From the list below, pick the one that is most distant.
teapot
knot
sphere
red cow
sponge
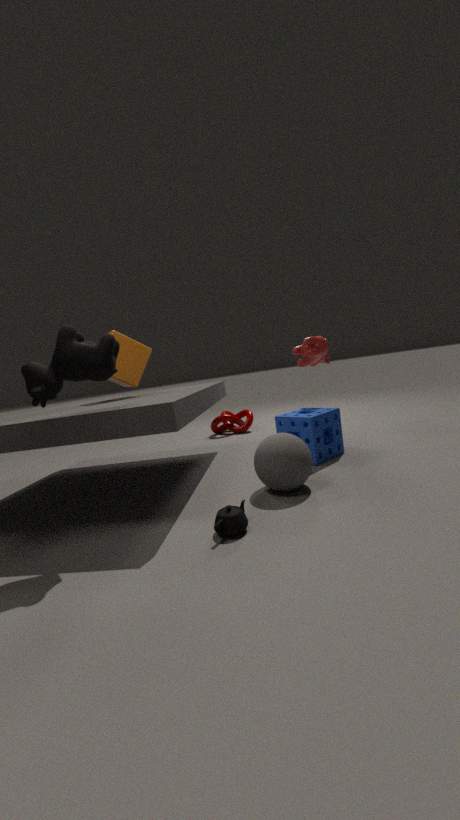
knot
